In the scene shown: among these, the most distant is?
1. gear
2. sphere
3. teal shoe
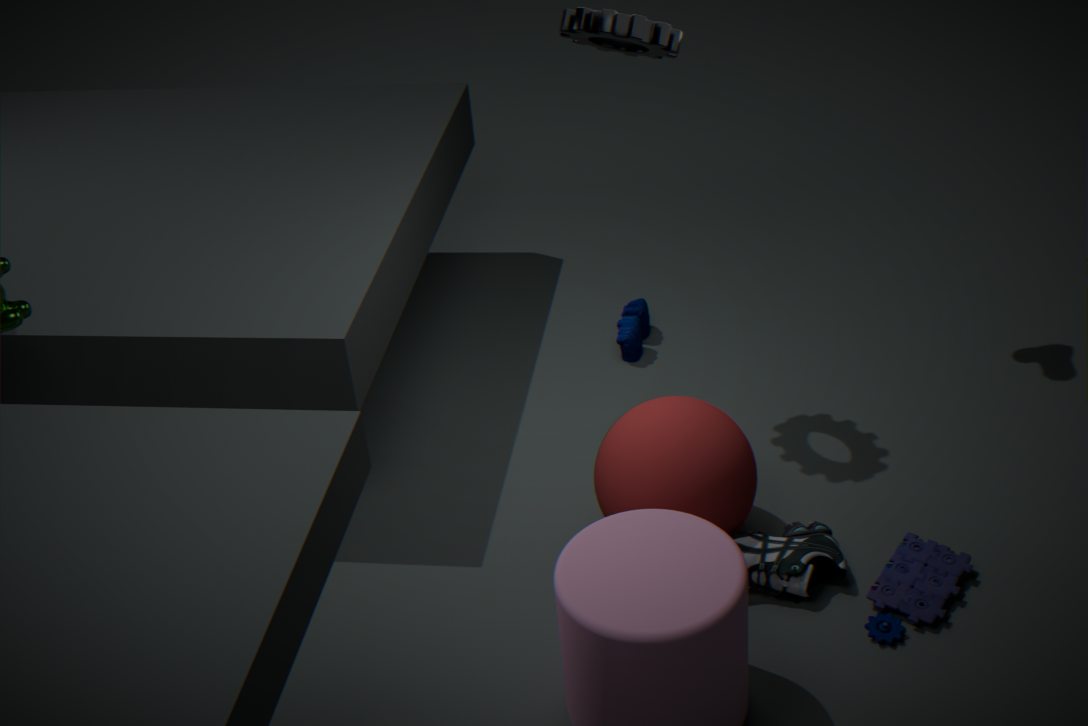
gear
